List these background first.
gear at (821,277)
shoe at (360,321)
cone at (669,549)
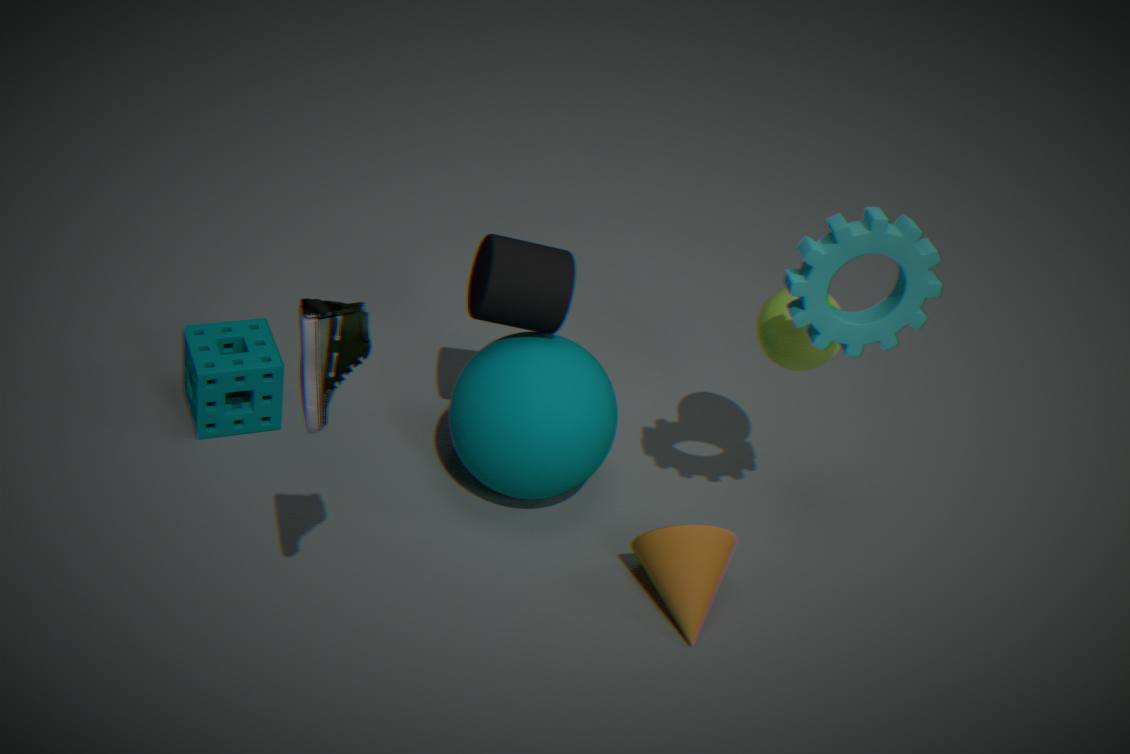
cone at (669,549), gear at (821,277), shoe at (360,321)
